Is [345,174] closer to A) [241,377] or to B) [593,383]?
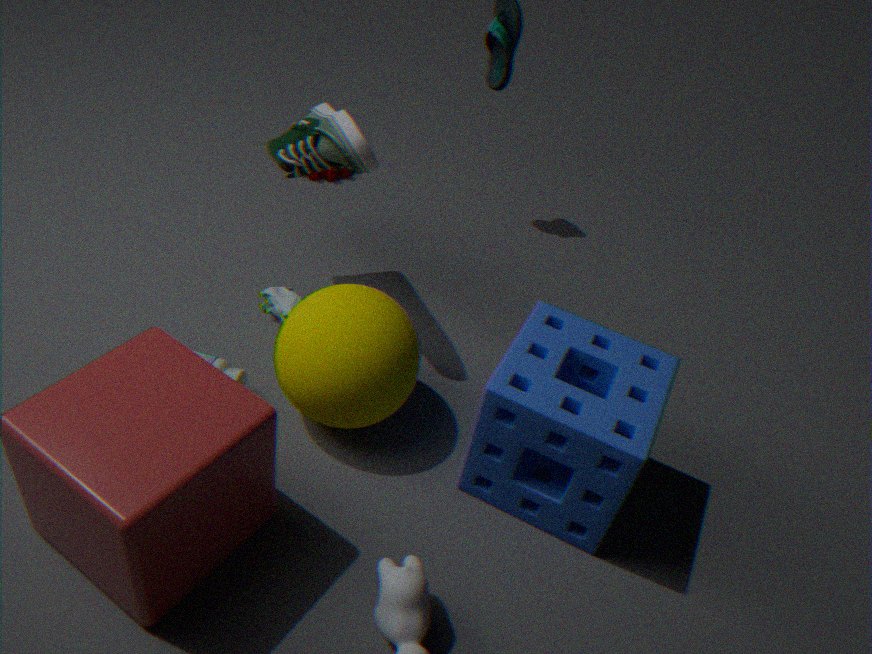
A) [241,377]
